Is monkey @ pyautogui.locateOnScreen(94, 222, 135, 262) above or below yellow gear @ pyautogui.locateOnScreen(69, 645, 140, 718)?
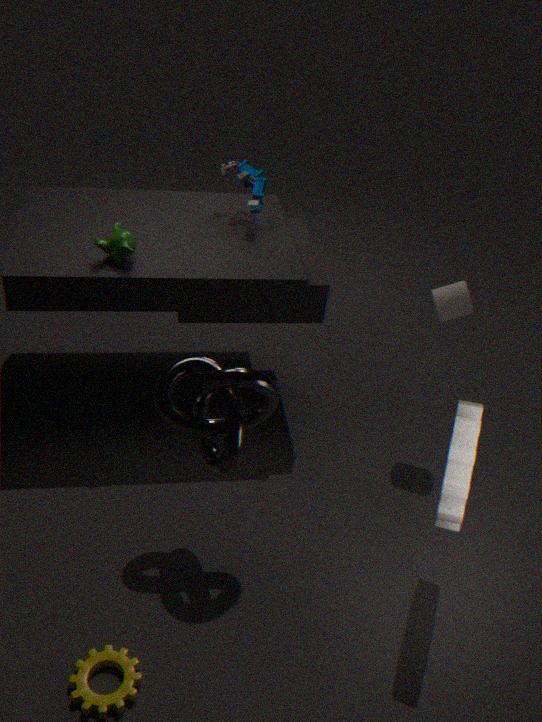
above
